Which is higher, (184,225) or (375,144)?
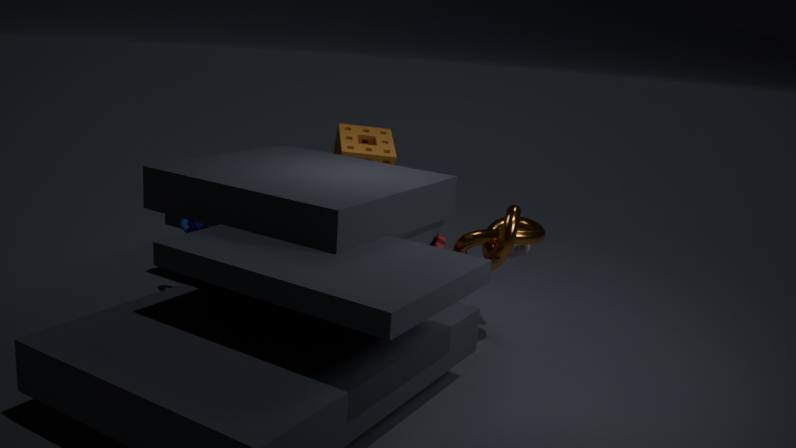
(375,144)
